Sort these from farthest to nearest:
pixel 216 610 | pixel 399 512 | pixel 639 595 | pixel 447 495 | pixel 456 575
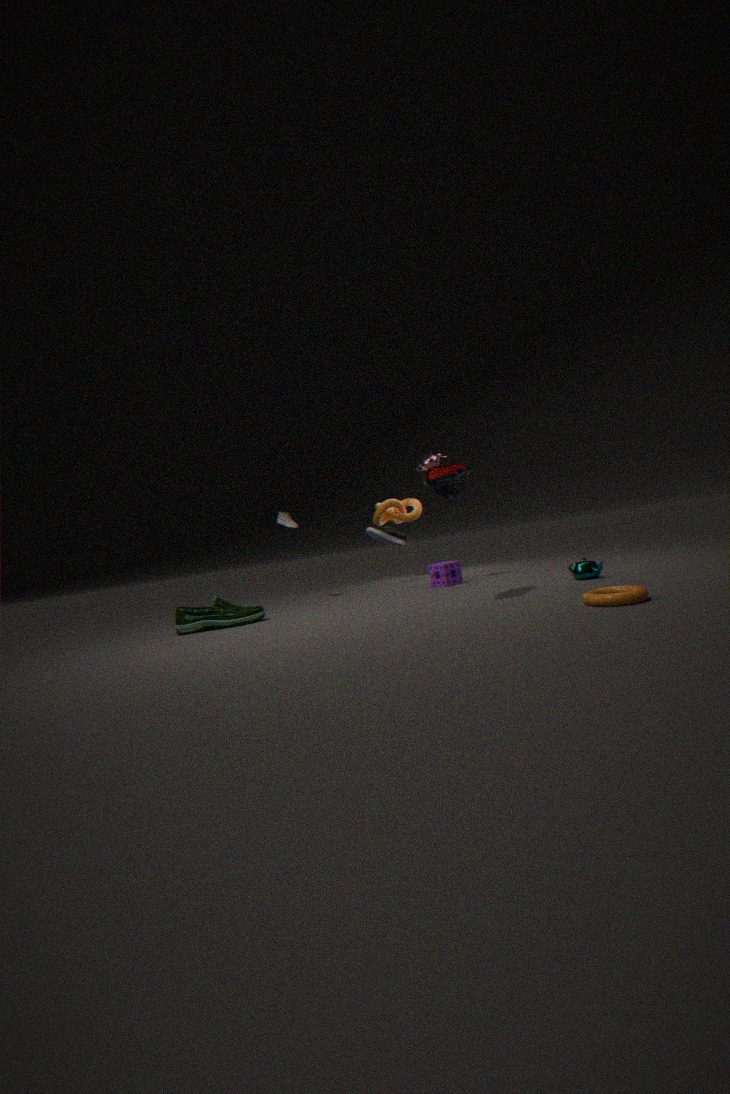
pixel 399 512 → pixel 456 575 → pixel 216 610 → pixel 447 495 → pixel 639 595
